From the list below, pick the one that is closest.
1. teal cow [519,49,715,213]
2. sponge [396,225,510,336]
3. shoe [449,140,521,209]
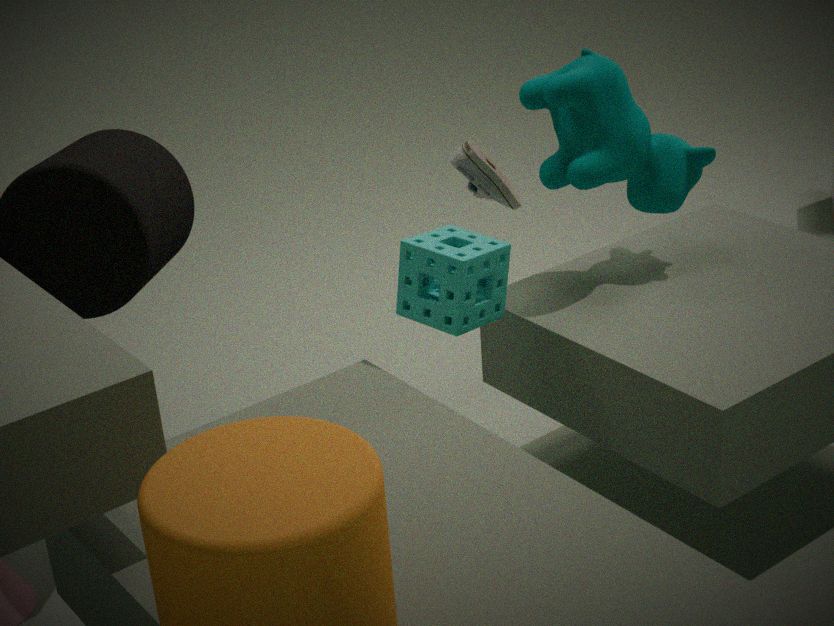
sponge [396,225,510,336]
